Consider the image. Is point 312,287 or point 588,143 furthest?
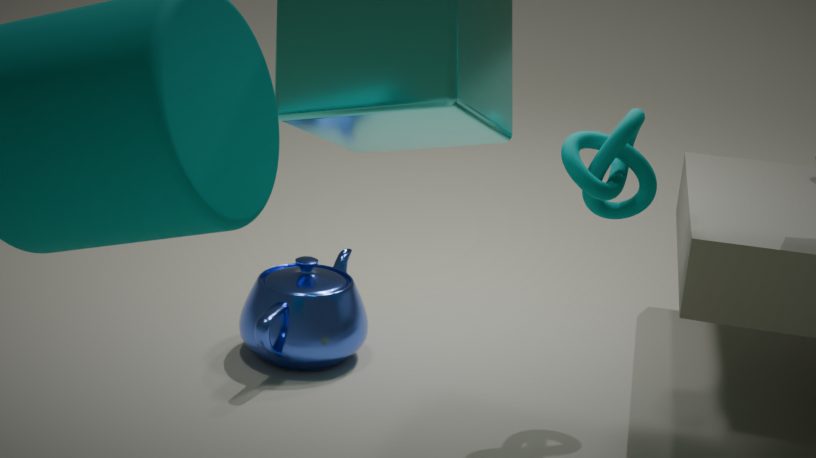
point 312,287
